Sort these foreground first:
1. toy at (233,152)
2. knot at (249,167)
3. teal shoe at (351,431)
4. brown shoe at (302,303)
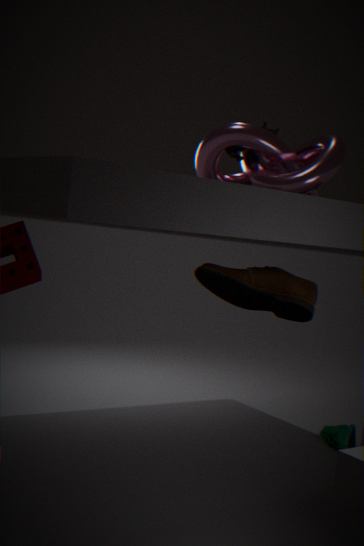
knot at (249,167) < brown shoe at (302,303) < toy at (233,152) < teal shoe at (351,431)
